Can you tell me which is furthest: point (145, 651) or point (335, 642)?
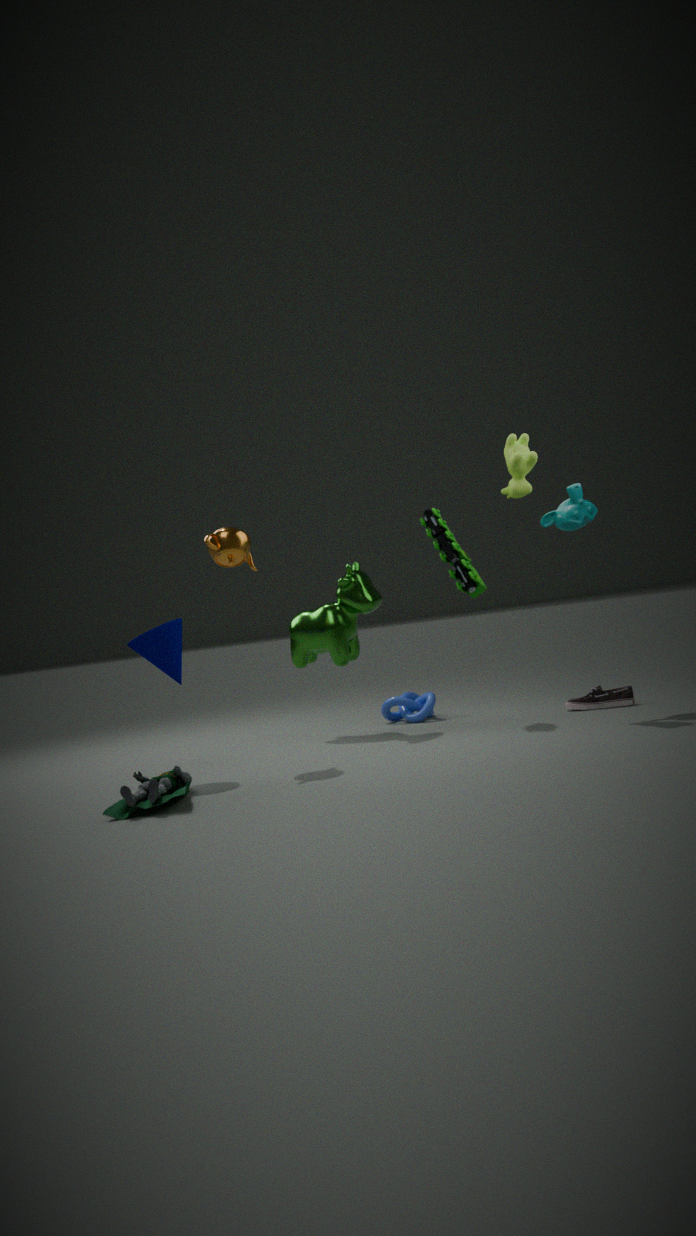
point (335, 642)
